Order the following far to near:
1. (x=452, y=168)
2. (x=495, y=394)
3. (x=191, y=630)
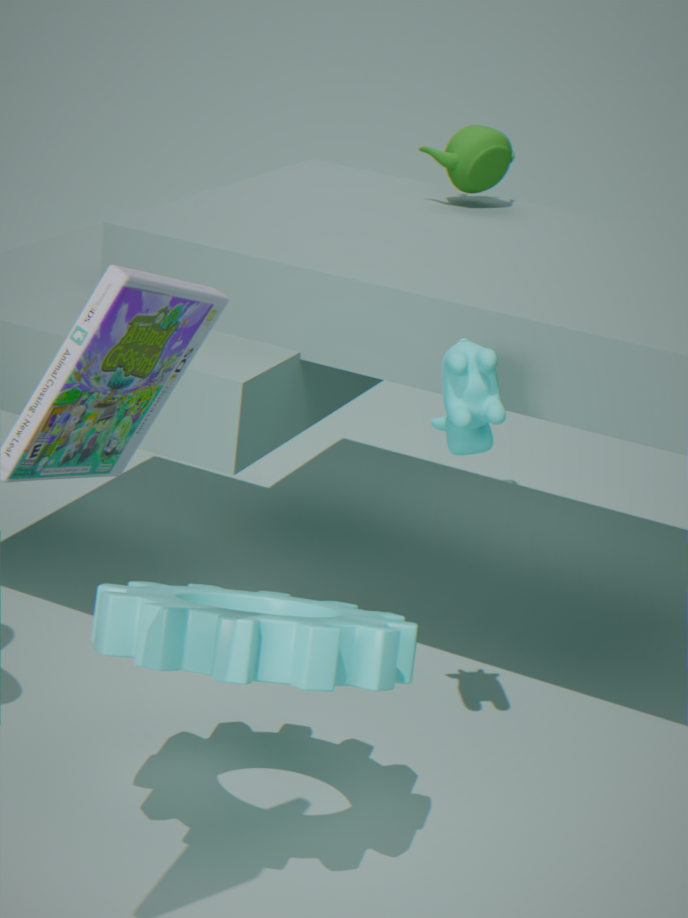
(x=452, y=168) < (x=495, y=394) < (x=191, y=630)
